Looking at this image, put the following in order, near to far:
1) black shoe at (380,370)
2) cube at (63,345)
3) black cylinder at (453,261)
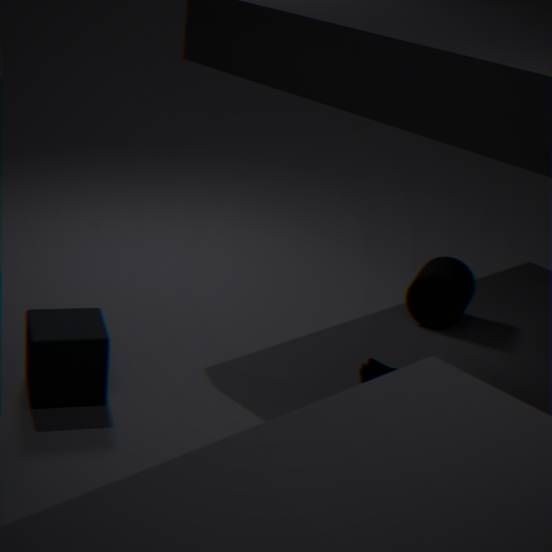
2. cube at (63,345) < 1. black shoe at (380,370) < 3. black cylinder at (453,261)
